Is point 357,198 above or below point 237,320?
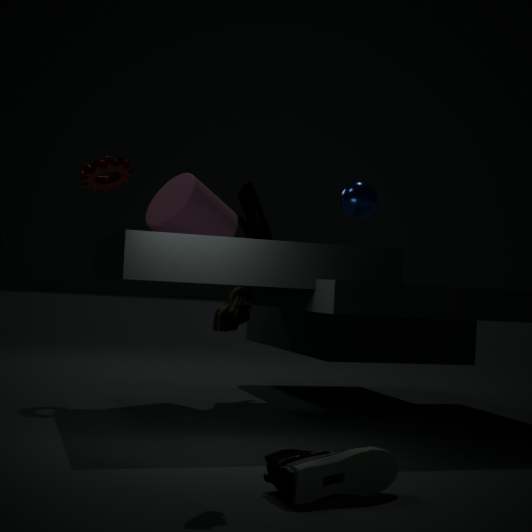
above
